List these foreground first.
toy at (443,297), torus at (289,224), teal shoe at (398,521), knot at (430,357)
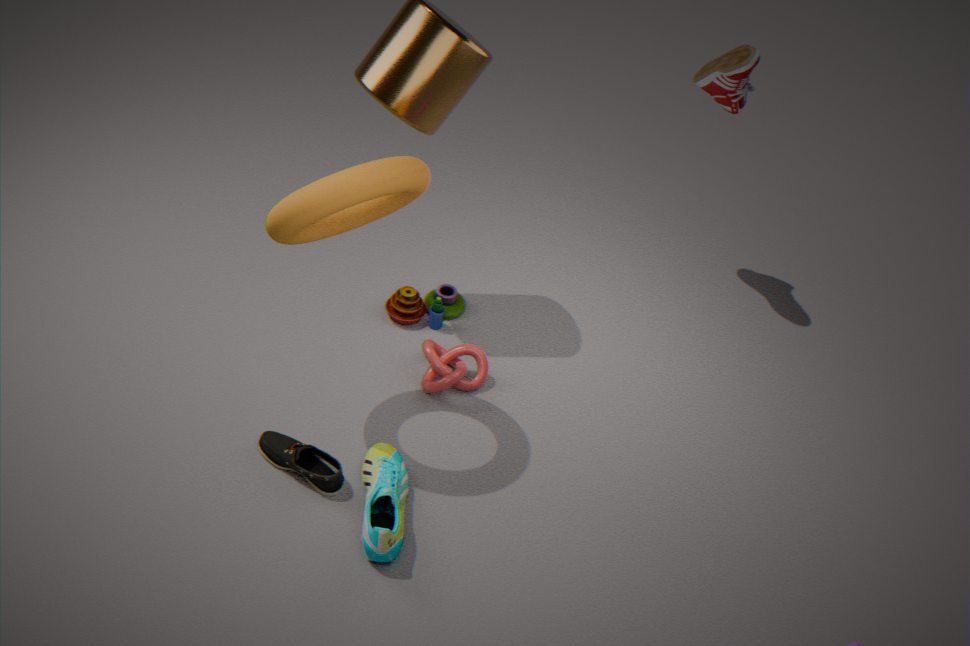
torus at (289,224), teal shoe at (398,521), knot at (430,357), toy at (443,297)
